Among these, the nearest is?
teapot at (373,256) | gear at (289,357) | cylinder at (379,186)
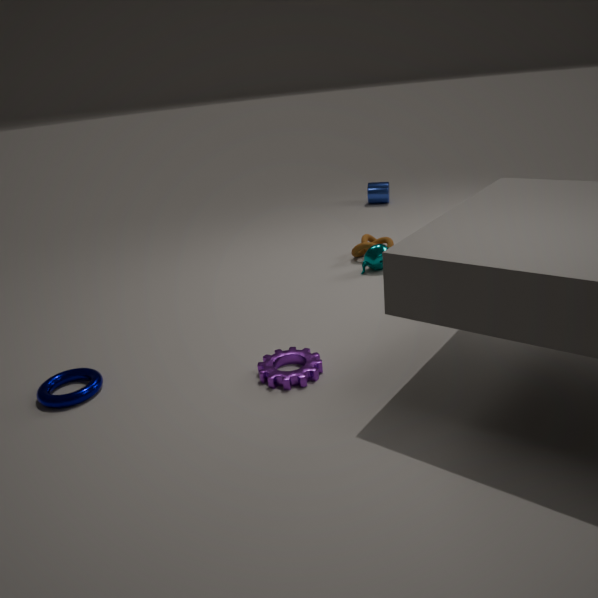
gear at (289,357)
